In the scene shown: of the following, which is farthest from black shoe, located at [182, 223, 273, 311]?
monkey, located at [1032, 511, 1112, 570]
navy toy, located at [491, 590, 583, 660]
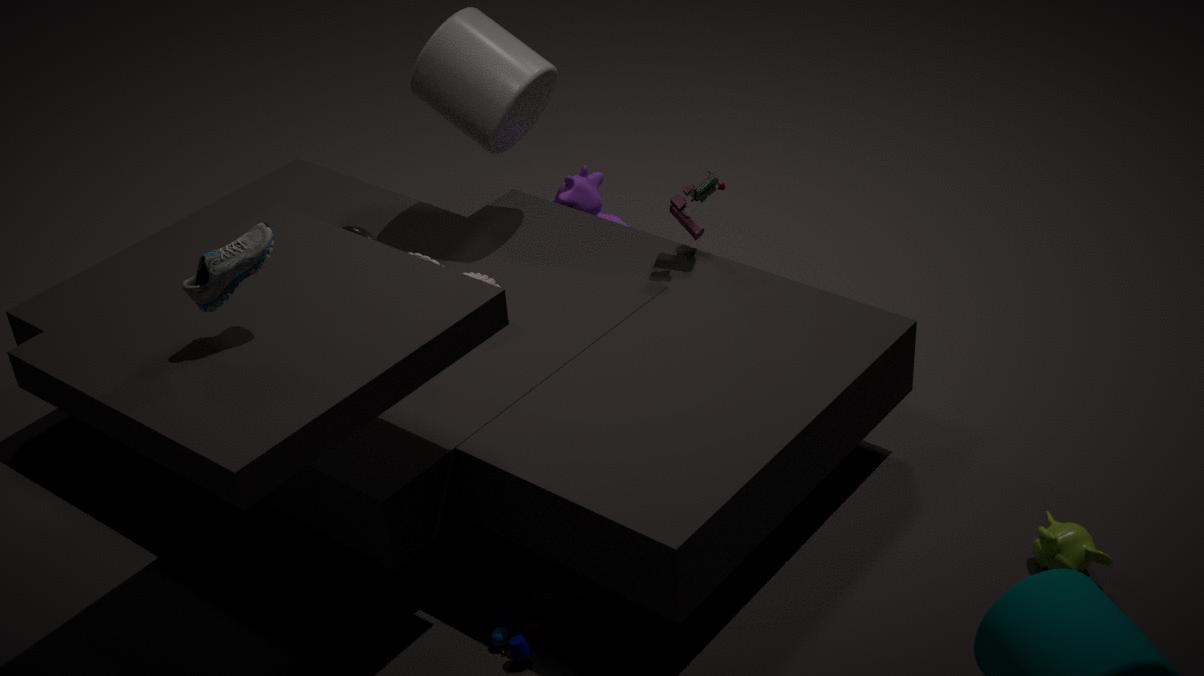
monkey, located at [1032, 511, 1112, 570]
